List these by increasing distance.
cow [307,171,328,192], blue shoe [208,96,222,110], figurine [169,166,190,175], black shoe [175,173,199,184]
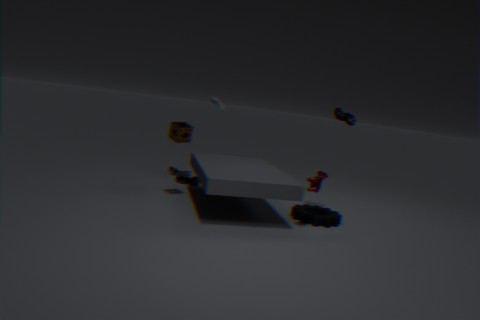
cow [307,171,328,192] < blue shoe [208,96,222,110] < black shoe [175,173,199,184] < figurine [169,166,190,175]
